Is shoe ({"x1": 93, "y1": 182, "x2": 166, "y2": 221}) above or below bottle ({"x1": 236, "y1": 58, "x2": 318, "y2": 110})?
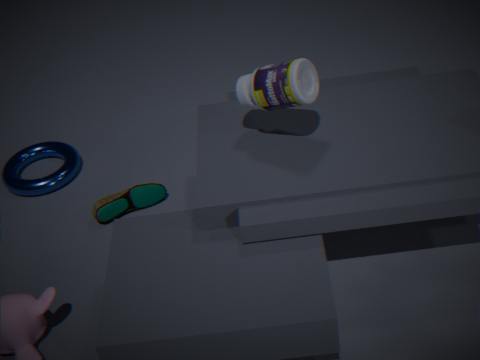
below
